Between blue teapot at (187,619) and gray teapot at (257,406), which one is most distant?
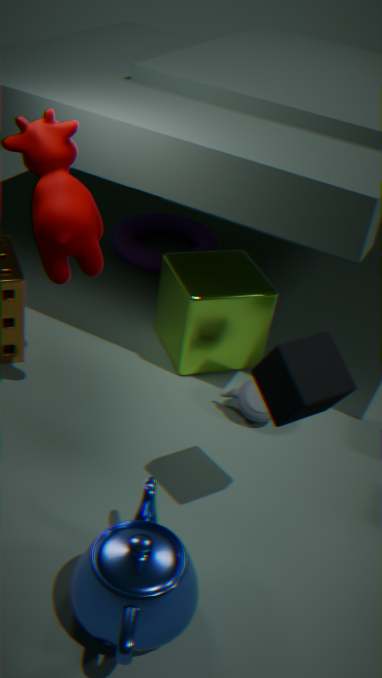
gray teapot at (257,406)
